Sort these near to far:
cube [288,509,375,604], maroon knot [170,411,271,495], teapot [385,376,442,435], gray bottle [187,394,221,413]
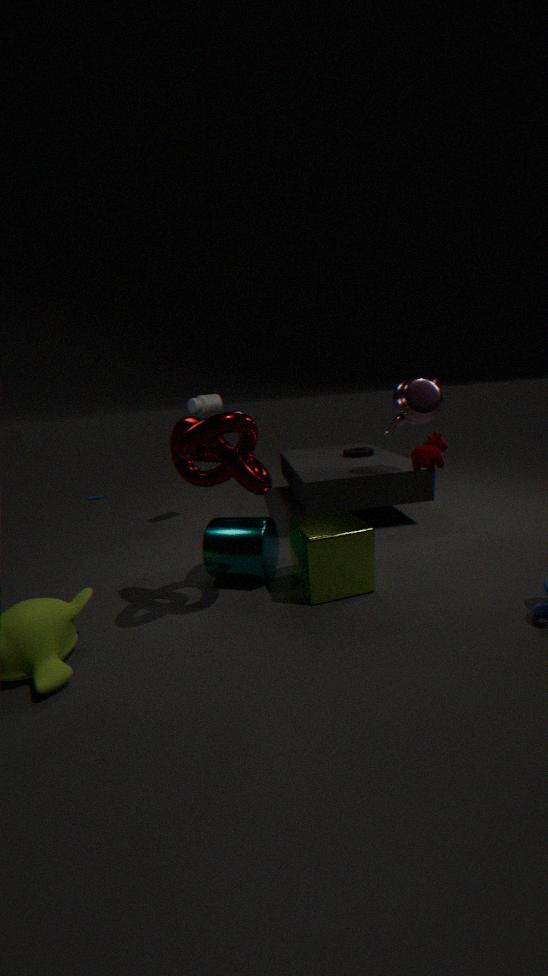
1. maroon knot [170,411,271,495]
2. cube [288,509,375,604]
3. teapot [385,376,442,435]
4. gray bottle [187,394,221,413]
